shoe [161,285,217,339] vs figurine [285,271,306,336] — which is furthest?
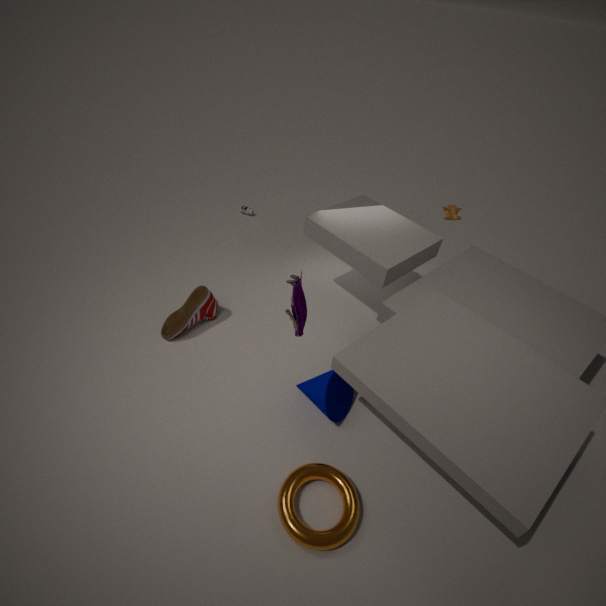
shoe [161,285,217,339]
